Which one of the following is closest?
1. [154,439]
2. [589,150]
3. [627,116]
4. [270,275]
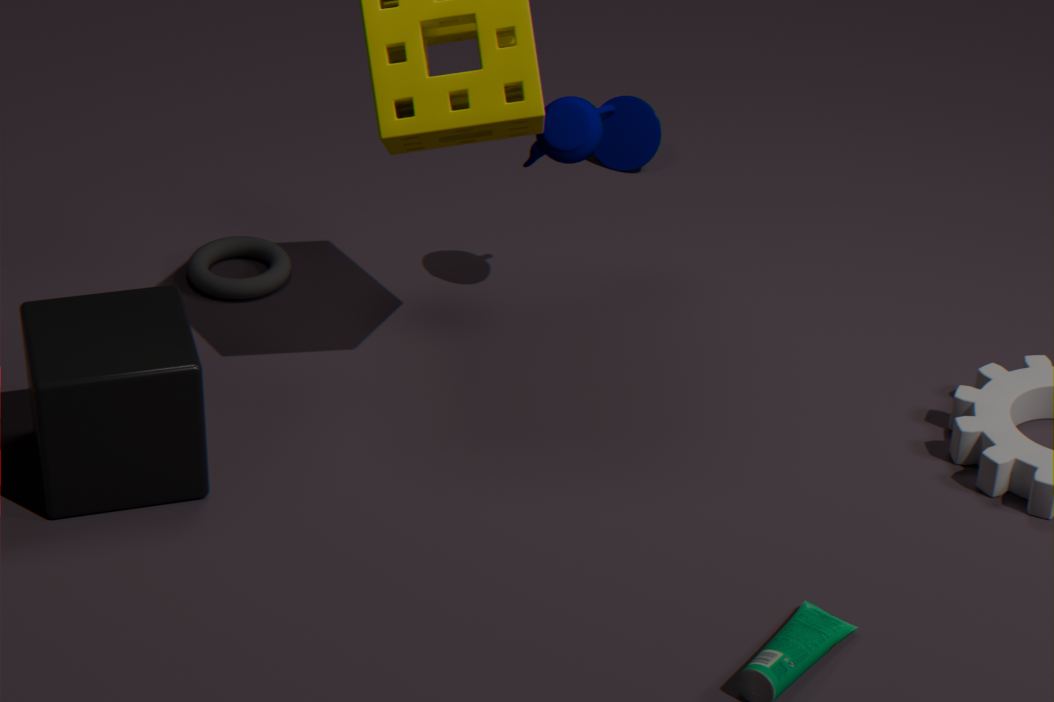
[154,439]
